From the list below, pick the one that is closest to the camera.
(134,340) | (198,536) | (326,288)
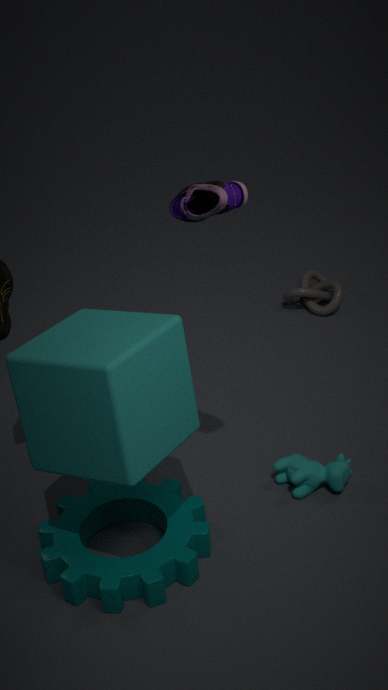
(134,340)
